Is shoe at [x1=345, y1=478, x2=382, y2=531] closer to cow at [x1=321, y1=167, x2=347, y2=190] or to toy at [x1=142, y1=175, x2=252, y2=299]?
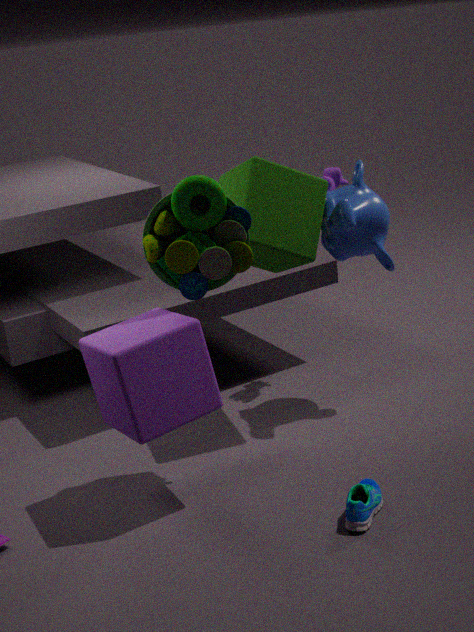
toy at [x1=142, y1=175, x2=252, y2=299]
